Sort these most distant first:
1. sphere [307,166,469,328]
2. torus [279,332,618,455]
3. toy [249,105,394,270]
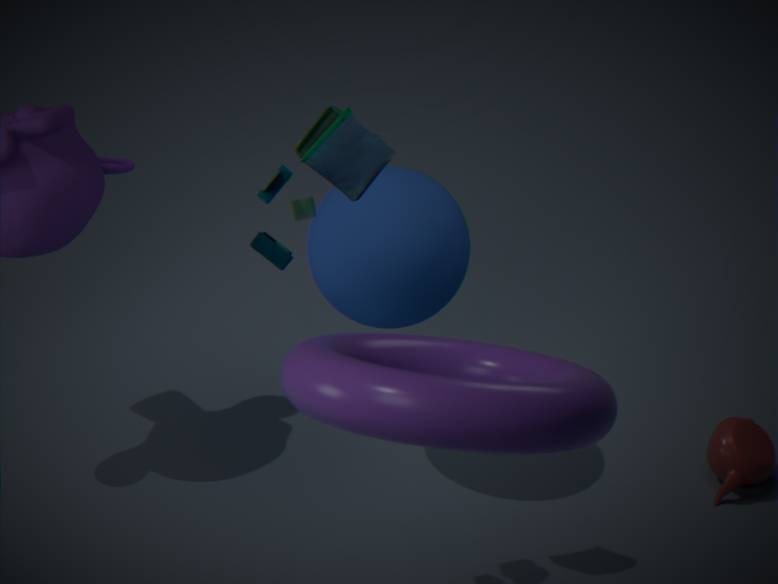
1. sphere [307,166,469,328]
2. toy [249,105,394,270]
3. torus [279,332,618,455]
